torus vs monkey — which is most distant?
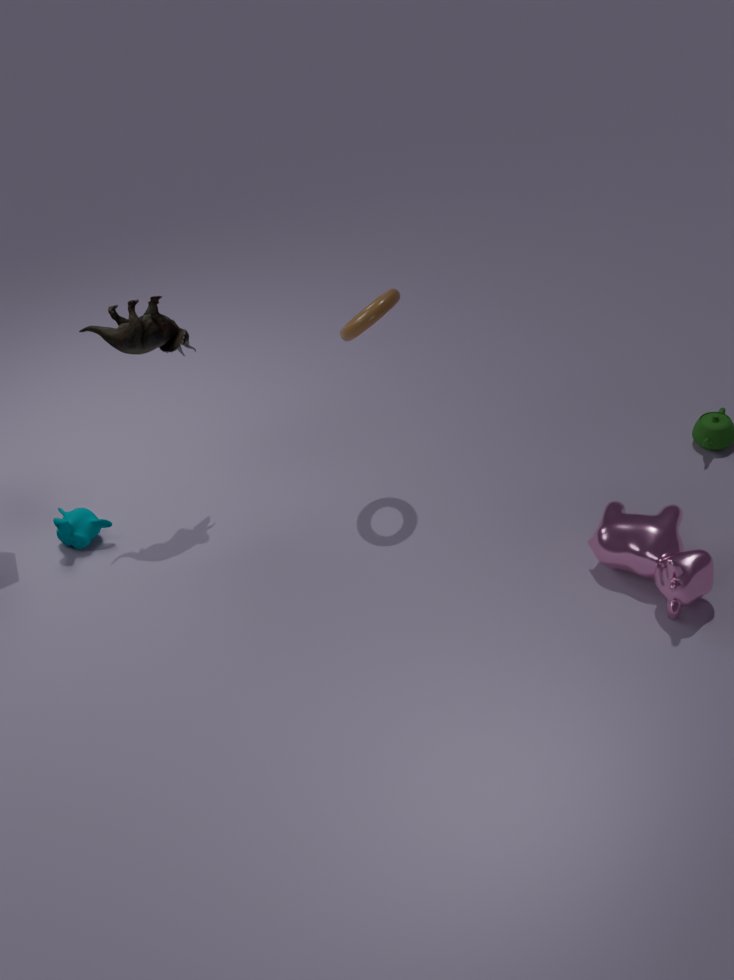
monkey
